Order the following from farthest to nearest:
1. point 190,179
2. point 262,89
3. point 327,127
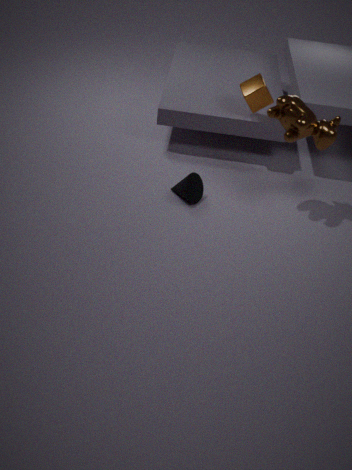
point 262,89 < point 190,179 < point 327,127
